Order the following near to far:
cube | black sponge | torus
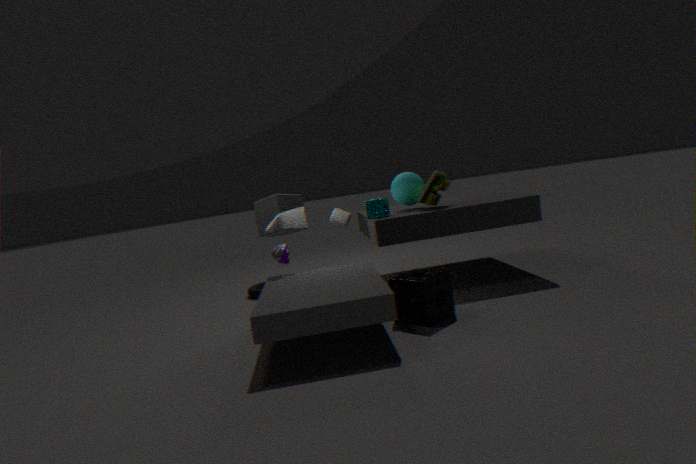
black sponge → cube → torus
